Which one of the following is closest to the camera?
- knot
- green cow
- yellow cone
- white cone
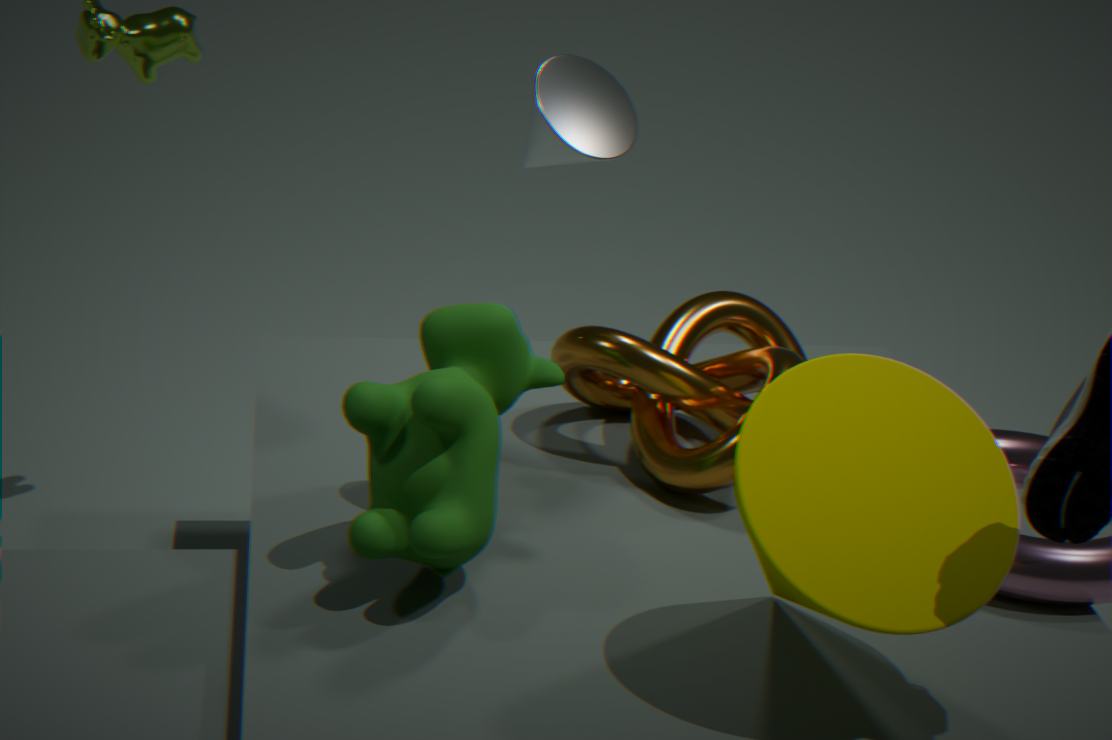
yellow cone
